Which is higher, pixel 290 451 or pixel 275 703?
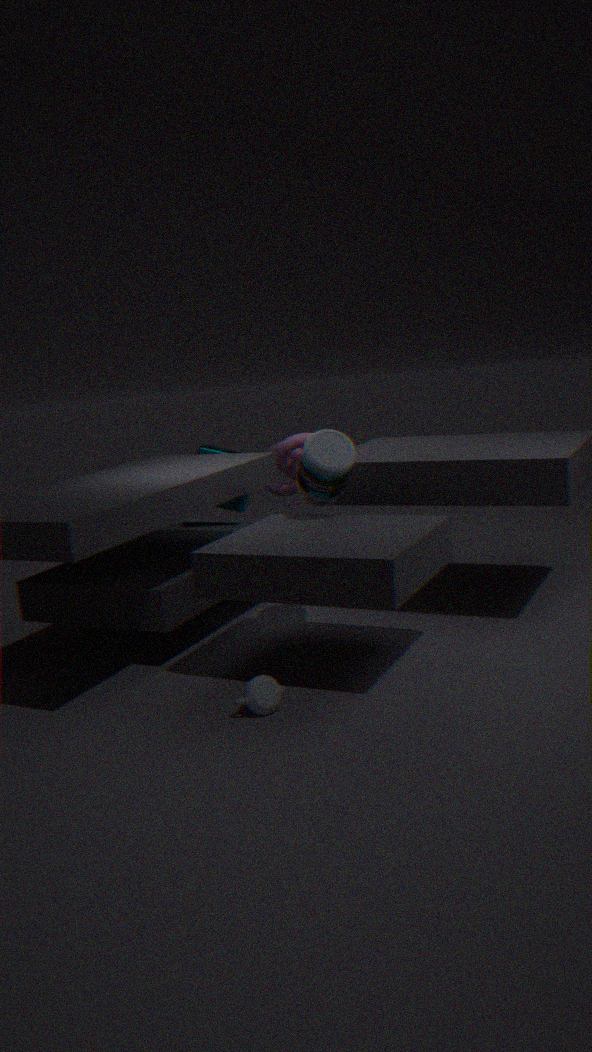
pixel 290 451
